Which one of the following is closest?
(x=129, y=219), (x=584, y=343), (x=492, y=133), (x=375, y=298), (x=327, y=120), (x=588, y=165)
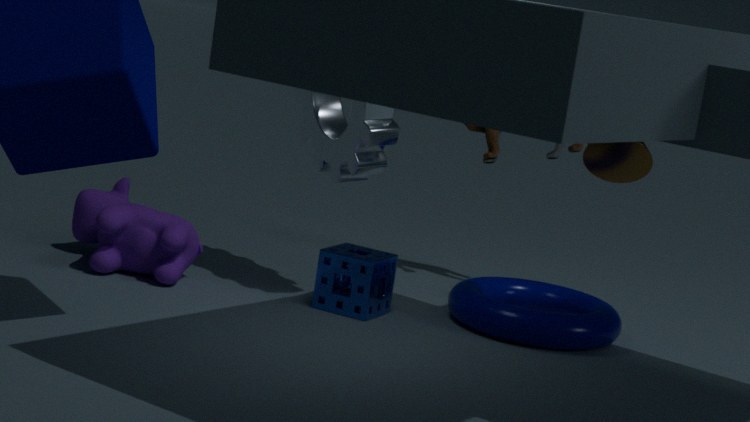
(x=584, y=343)
